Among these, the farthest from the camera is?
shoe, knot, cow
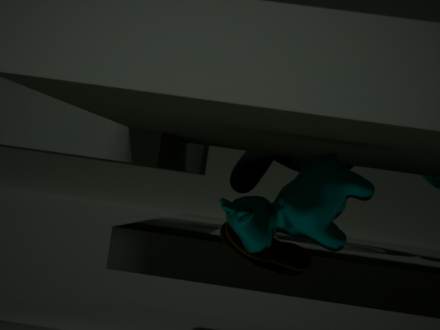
knot
